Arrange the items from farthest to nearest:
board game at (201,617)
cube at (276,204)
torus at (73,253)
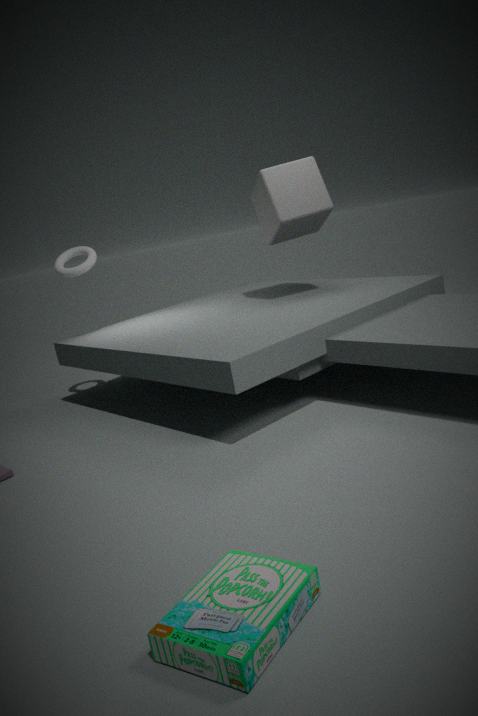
torus at (73,253), cube at (276,204), board game at (201,617)
